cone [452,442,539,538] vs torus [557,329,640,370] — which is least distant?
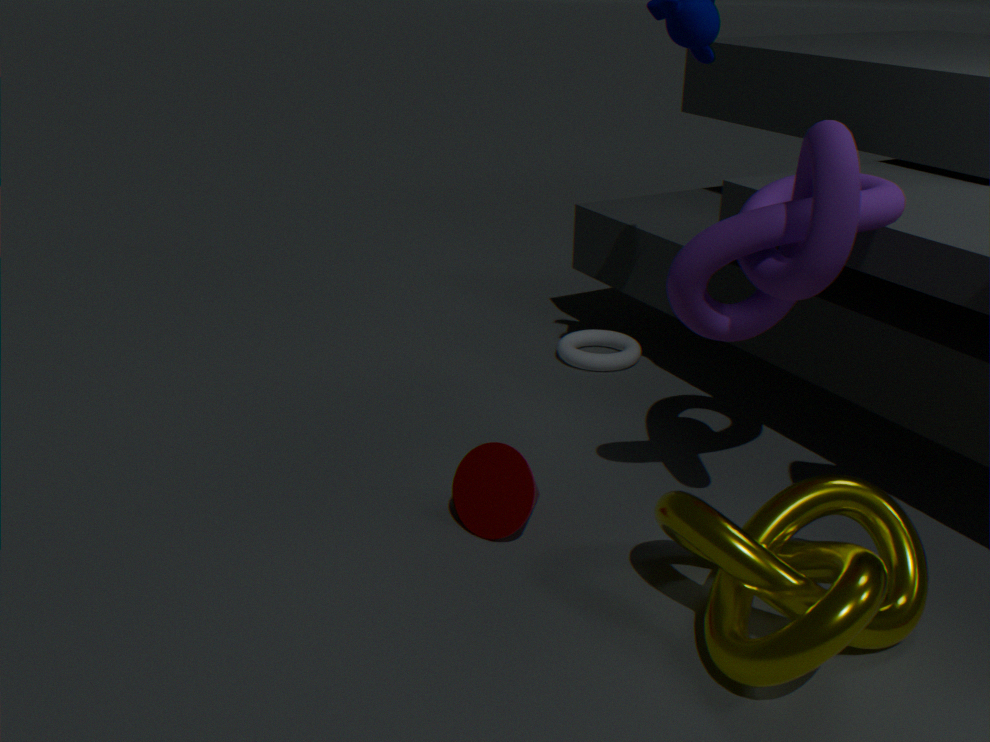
cone [452,442,539,538]
